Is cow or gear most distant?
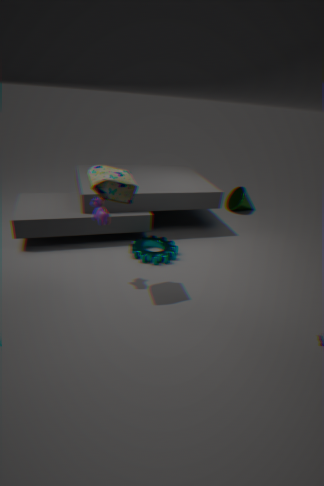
gear
